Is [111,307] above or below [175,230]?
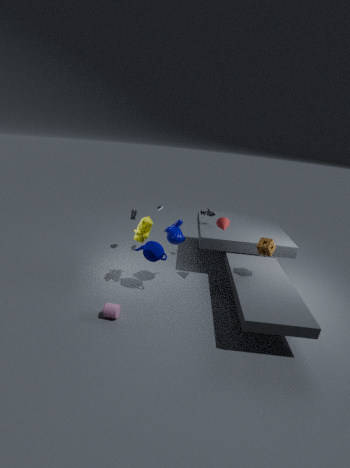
below
